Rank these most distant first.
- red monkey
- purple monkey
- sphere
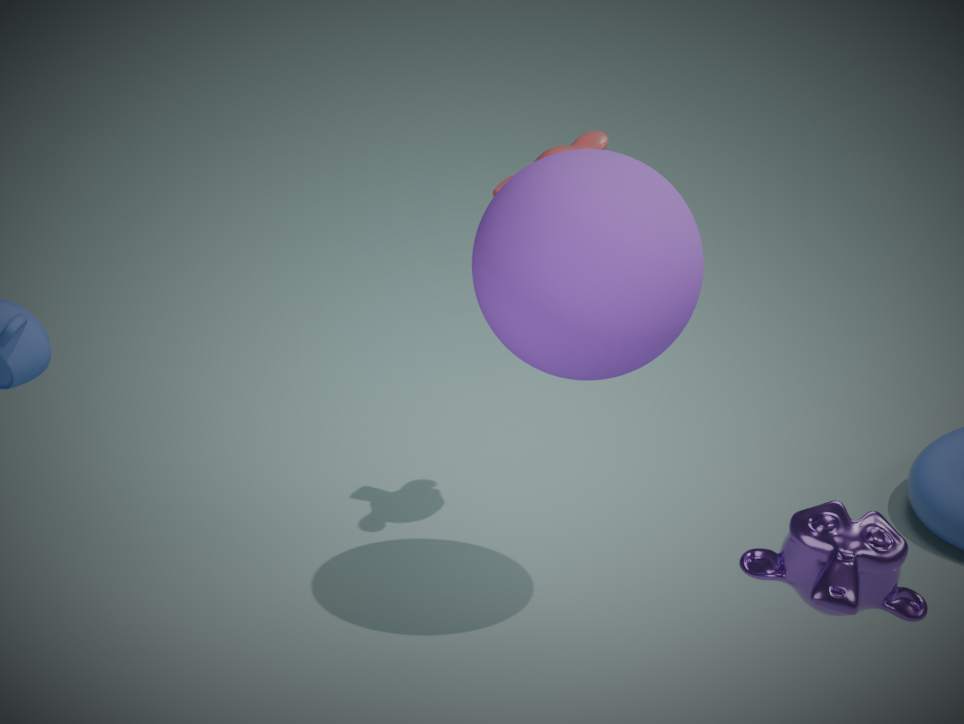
red monkey → sphere → purple monkey
